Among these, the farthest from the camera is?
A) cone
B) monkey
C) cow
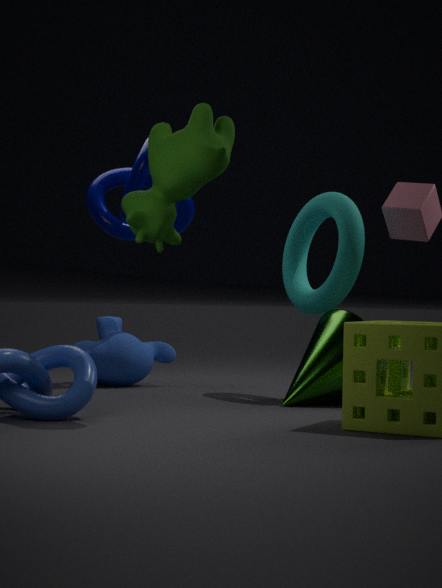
B. monkey
